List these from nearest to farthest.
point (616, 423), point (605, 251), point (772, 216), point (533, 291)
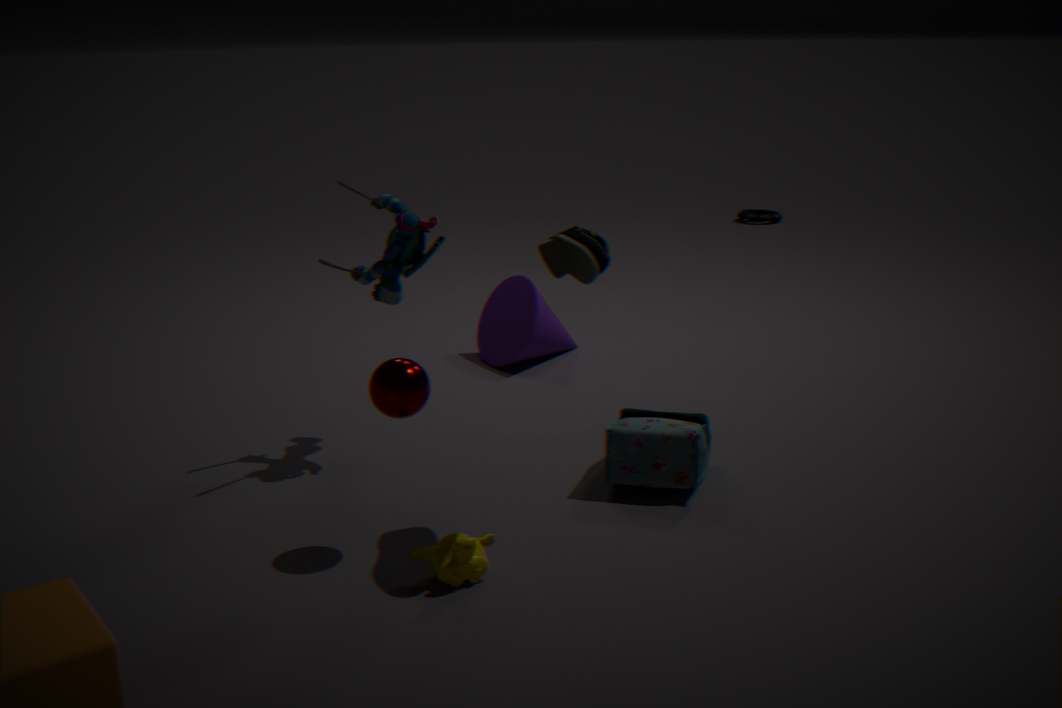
point (605, 251) < point (616, 423) < point (533, 291) < point (772, 216)
